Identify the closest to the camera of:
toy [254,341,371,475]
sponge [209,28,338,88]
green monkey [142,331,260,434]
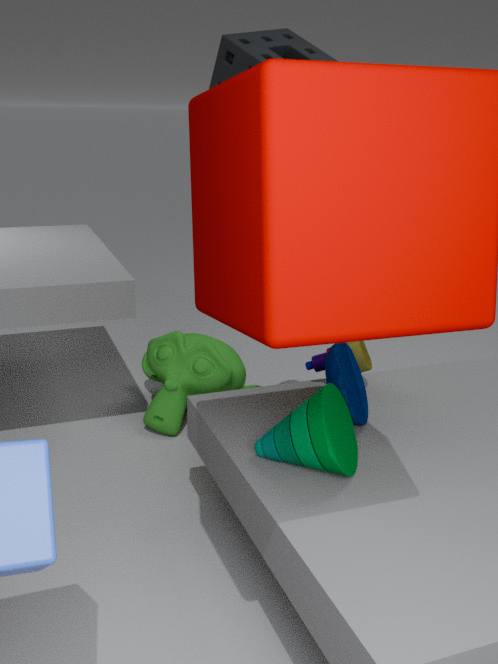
toy [254,341,371,475]
